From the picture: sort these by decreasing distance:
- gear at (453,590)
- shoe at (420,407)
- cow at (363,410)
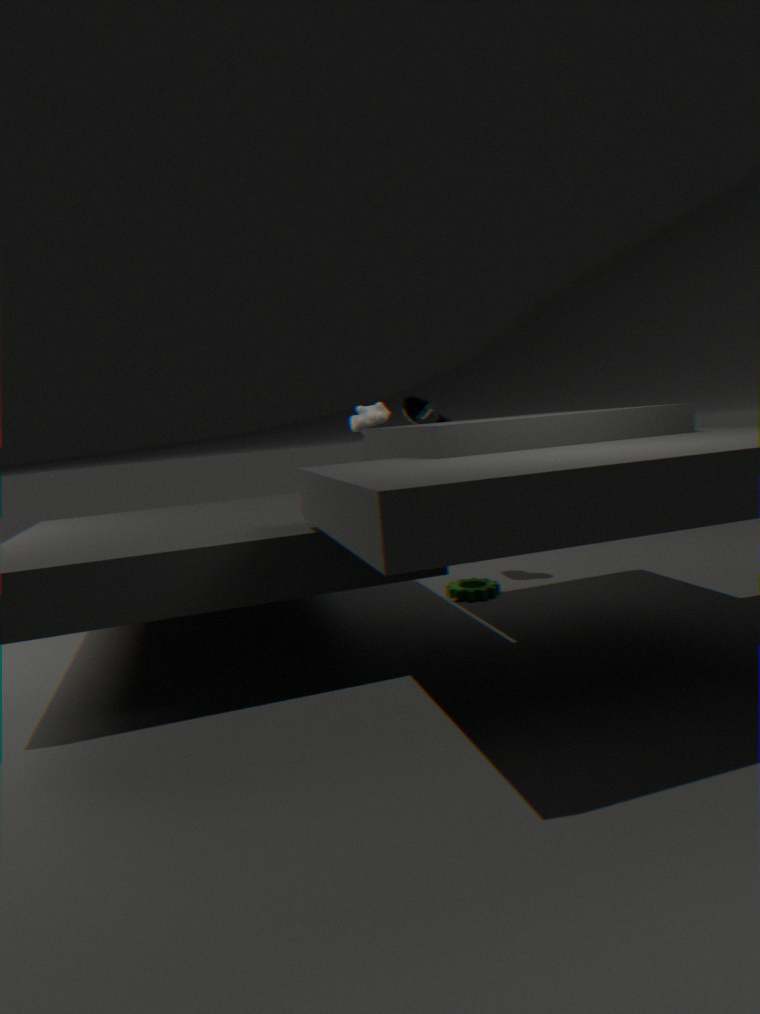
1. shoe at (420,407)
2. gear at (453,590)
3. cow at (363,410)
